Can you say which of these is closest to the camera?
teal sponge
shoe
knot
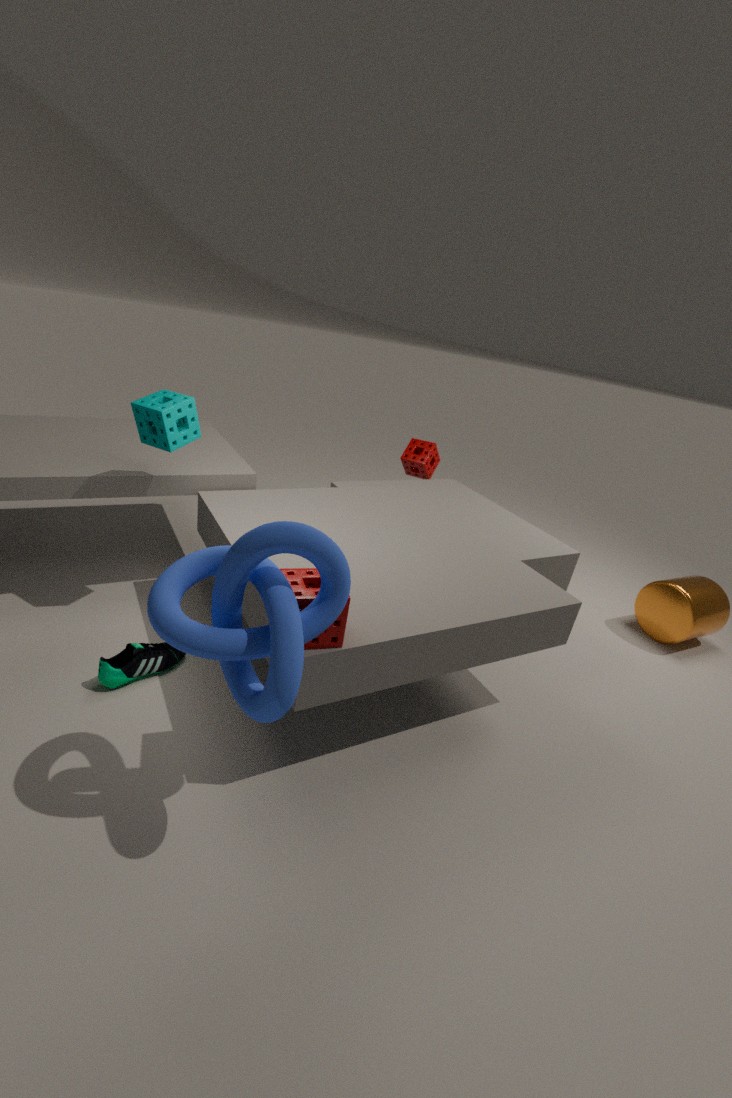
knot
